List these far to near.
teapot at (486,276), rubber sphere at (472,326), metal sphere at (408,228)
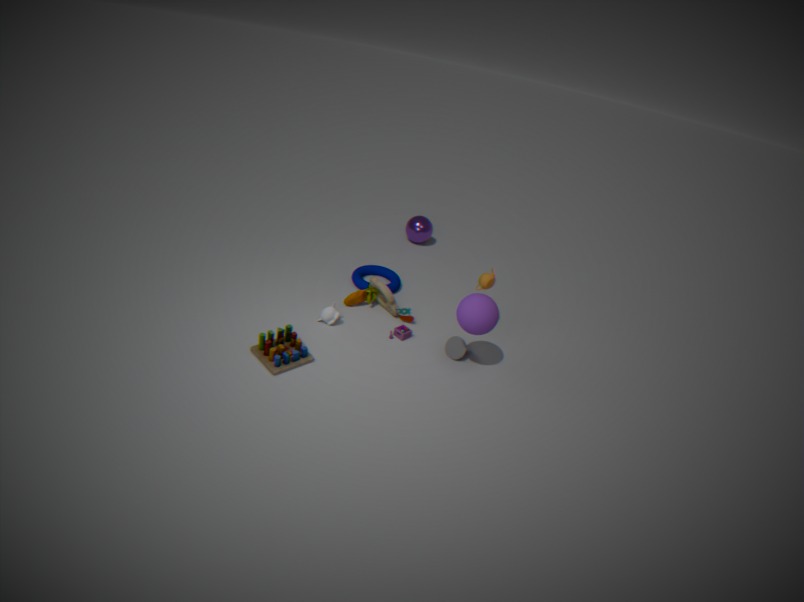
1. metal sphere at (408,228)
2. teapot at (486,276)
3. rubber sphere at (472,326)
